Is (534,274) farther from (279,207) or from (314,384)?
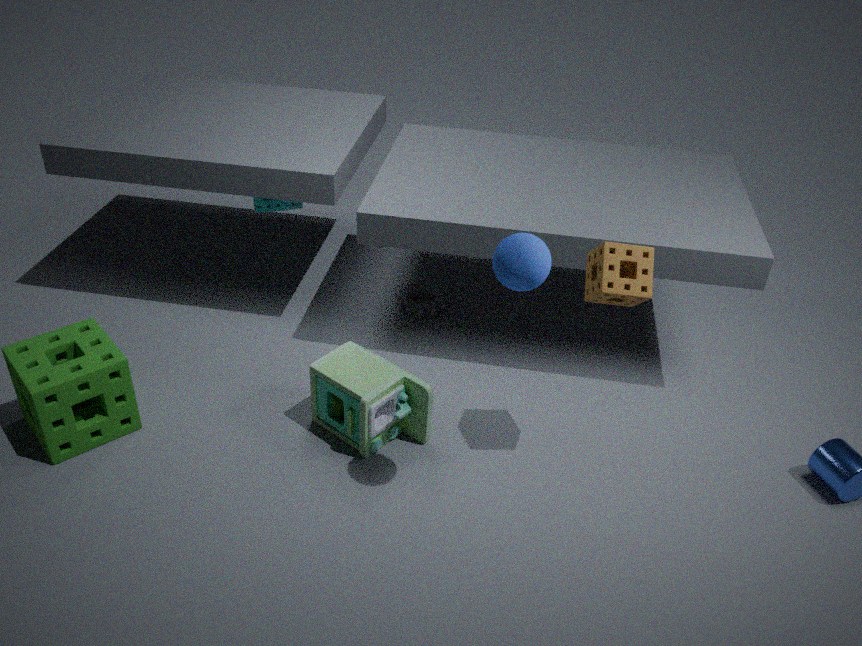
(279,207)
